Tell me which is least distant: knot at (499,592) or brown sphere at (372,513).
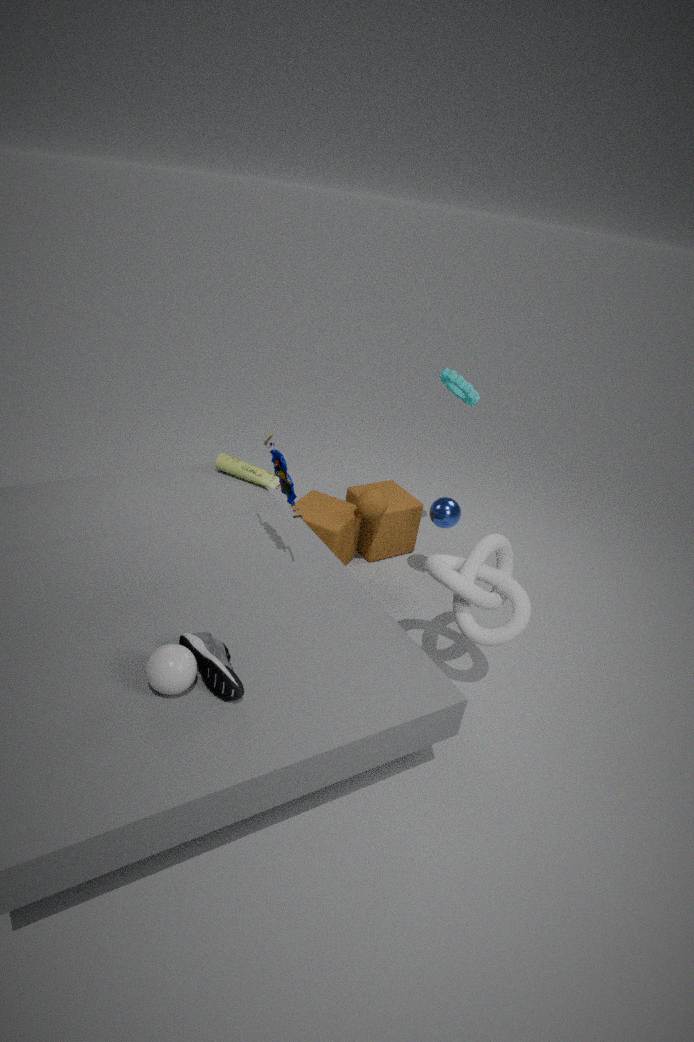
knot at (499,592)
